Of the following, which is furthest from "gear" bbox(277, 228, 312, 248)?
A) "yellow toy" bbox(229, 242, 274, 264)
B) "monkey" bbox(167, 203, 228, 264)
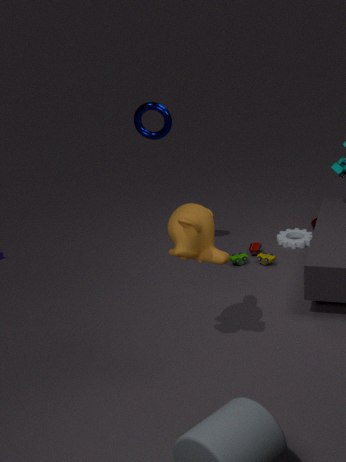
"monkey" bbox(167, 203, 228, 264)
